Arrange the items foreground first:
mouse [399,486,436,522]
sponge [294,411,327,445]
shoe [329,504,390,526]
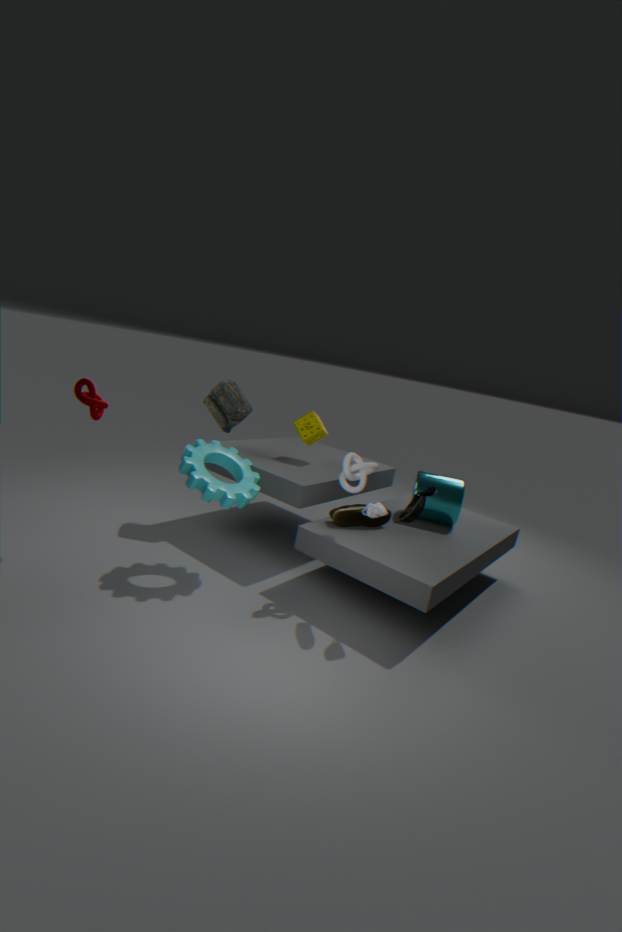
mouse [399,486,436,522], shoe [329,504,390,526], sponge [294,411,327,445]
